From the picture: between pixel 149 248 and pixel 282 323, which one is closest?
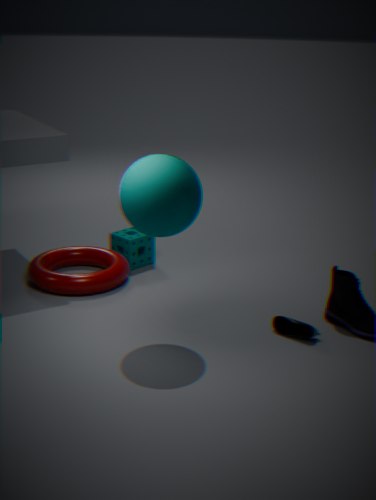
pixel 282 323
